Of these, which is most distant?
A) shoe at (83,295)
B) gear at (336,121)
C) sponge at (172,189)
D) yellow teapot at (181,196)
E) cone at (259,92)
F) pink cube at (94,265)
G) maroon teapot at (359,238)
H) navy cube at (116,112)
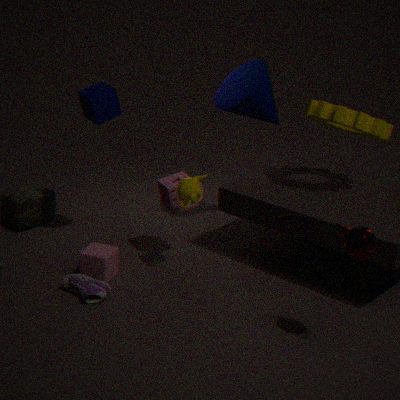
cone at (259,92)
